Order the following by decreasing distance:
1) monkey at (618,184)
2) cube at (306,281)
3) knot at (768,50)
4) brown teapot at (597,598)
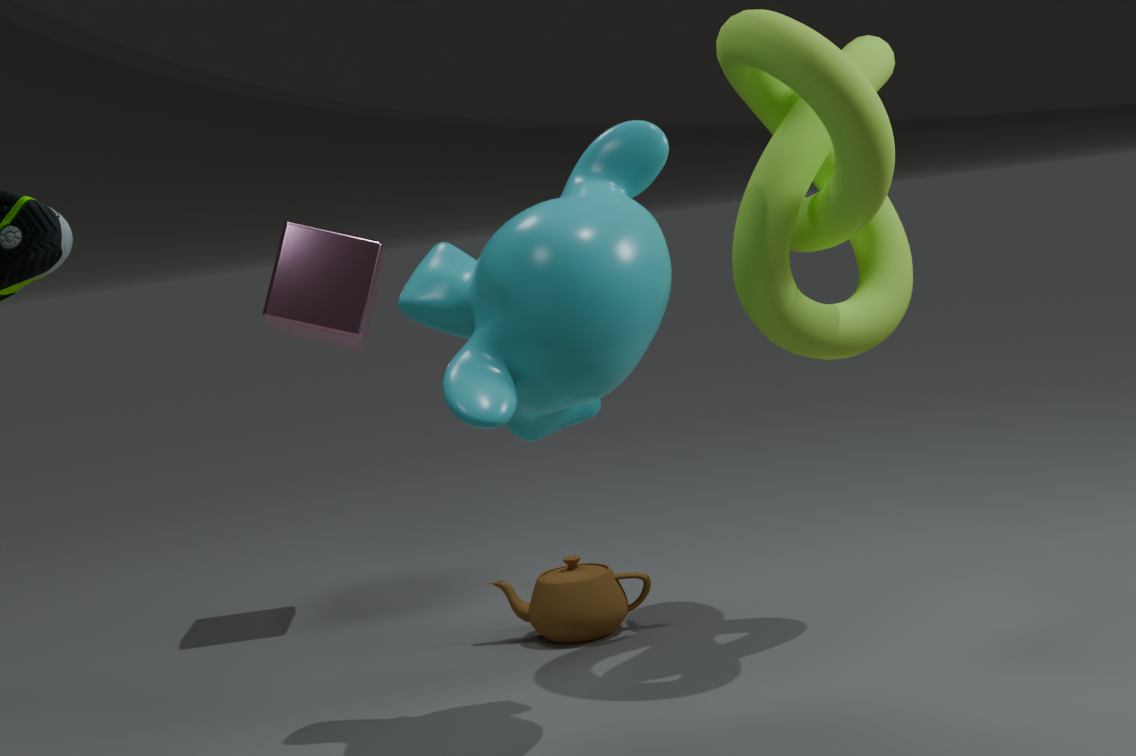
2. cube at (306,281), 4. brown teapot at (597,598), 3. knot at (768,50), 1. monkey at (618,184)
